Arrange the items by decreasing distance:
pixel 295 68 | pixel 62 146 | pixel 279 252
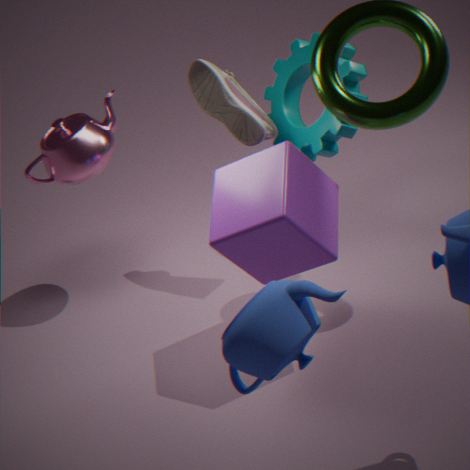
pixel 295 68
pixel 62 146
pixel 279 252
